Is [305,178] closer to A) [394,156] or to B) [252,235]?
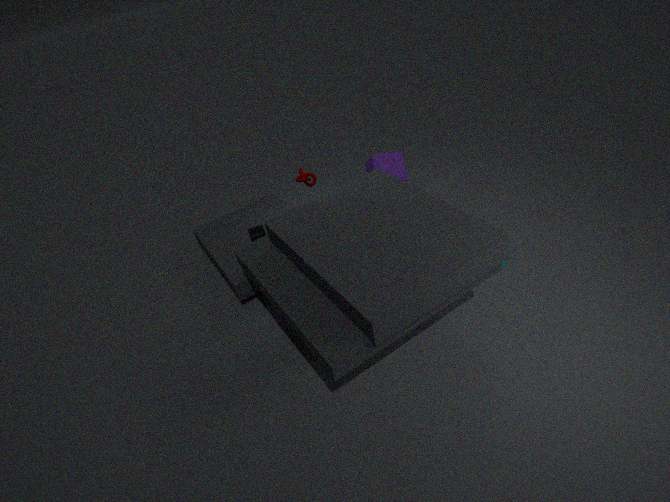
B) [252,235]
